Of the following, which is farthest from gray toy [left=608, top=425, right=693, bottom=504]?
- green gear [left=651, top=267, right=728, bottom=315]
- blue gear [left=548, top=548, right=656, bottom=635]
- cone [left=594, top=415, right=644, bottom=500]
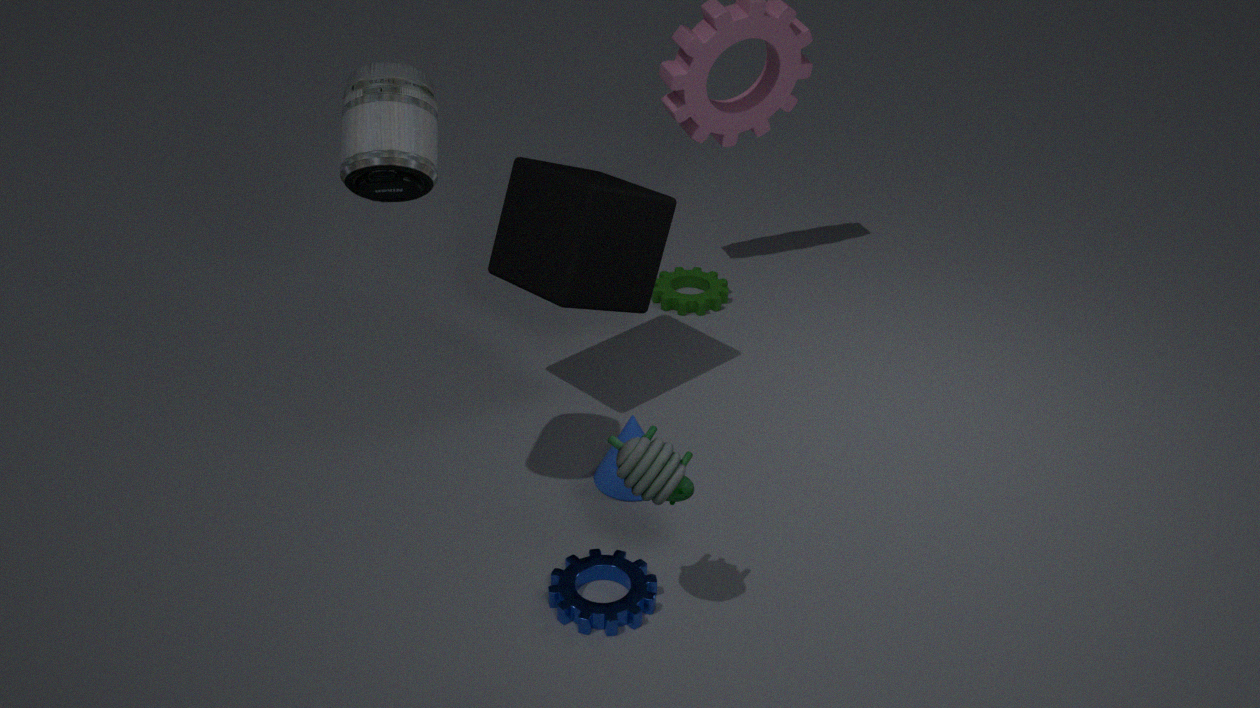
green gear [left=651, top=267, right=728, bottom=315]
